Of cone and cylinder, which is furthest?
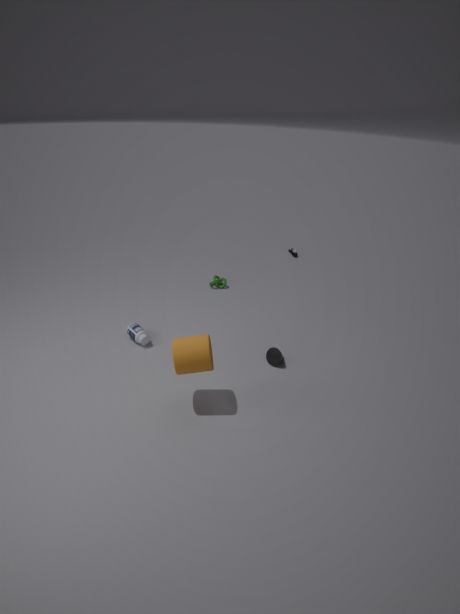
cone
